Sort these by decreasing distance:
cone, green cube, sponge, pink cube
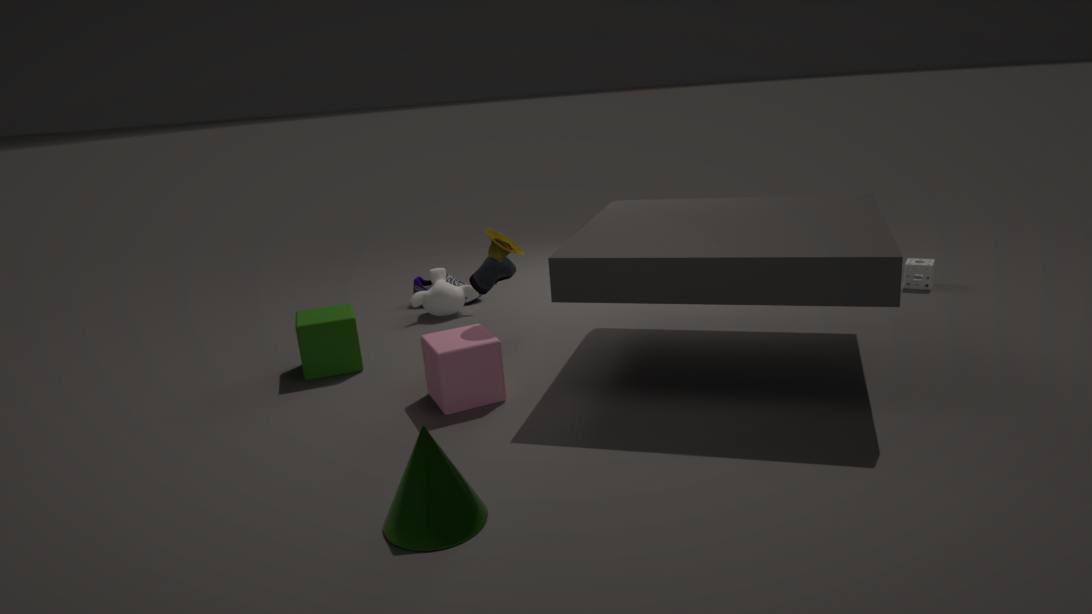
sponge < green cube < pink cube < cone
